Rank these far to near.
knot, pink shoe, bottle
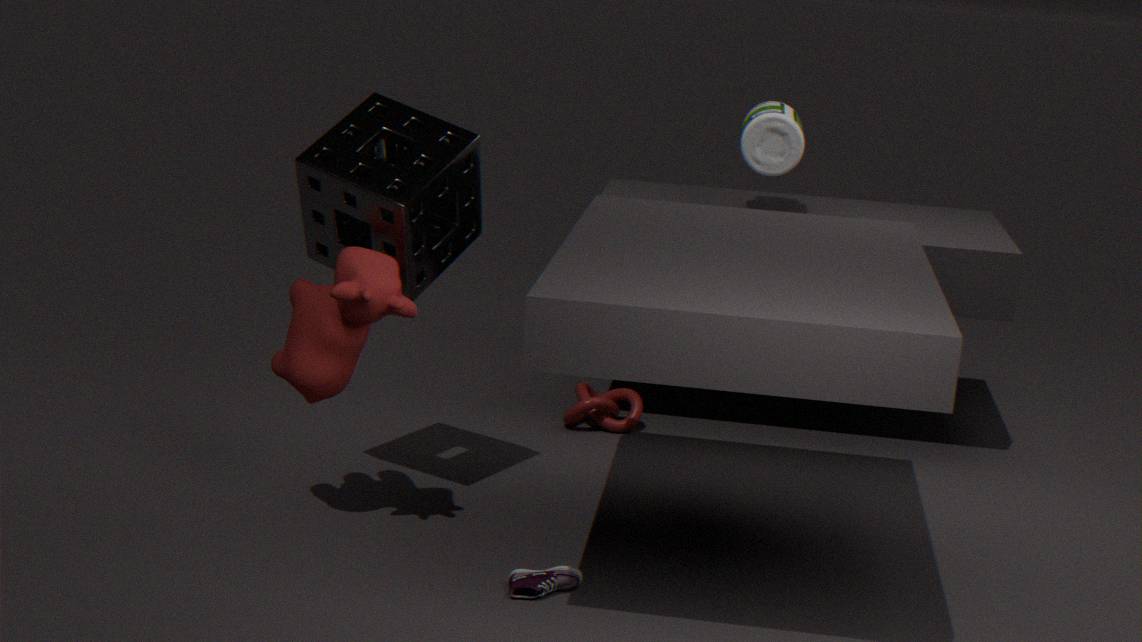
1. knot
2. bottle
3. pink shoe
